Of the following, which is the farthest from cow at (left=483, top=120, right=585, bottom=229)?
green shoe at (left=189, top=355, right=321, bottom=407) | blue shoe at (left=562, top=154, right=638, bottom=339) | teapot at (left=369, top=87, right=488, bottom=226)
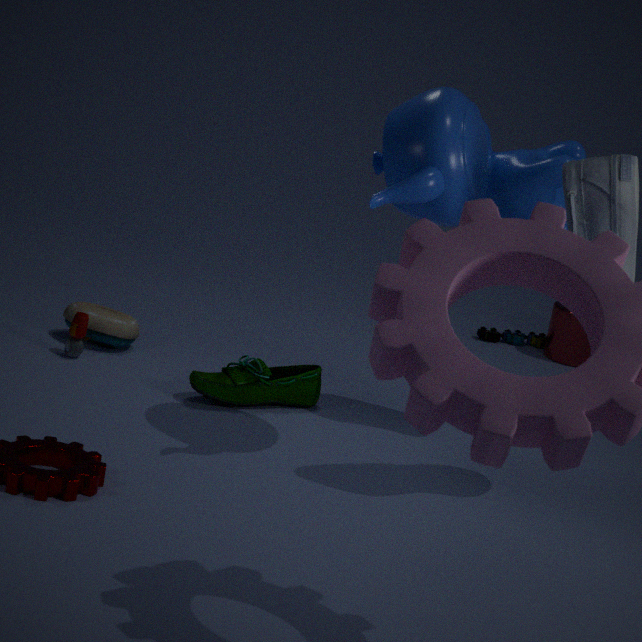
green shoe at (left=189, top=355, right=321, bottom=407)
